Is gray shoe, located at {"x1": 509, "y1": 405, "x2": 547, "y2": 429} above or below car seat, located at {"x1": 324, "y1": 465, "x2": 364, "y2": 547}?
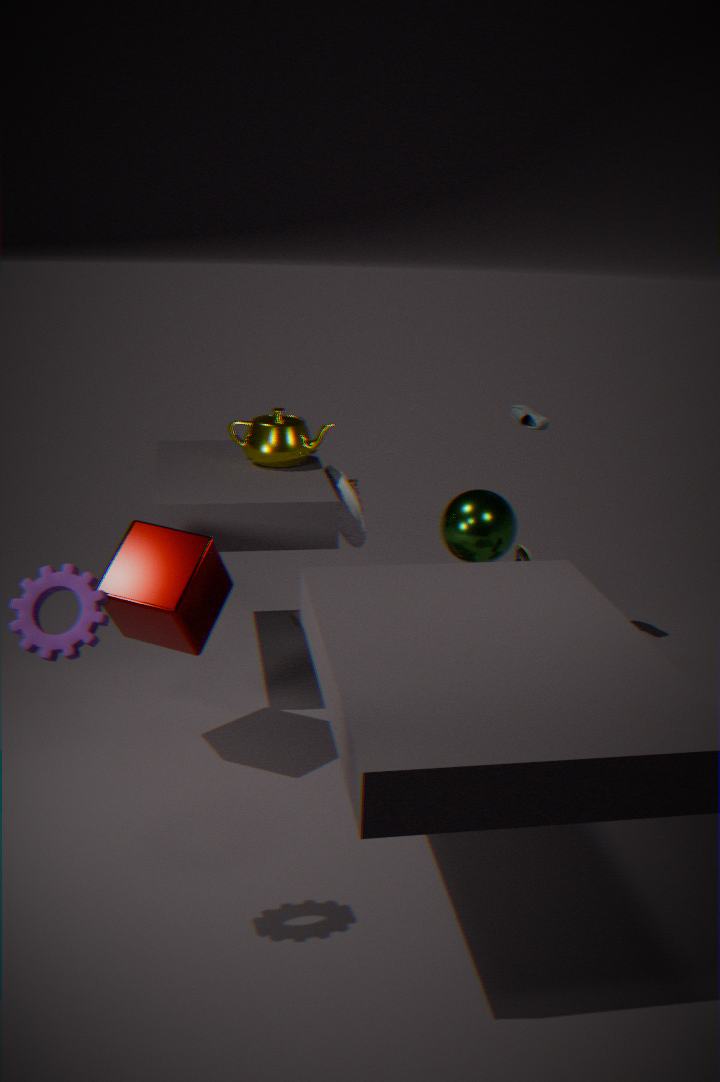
above
